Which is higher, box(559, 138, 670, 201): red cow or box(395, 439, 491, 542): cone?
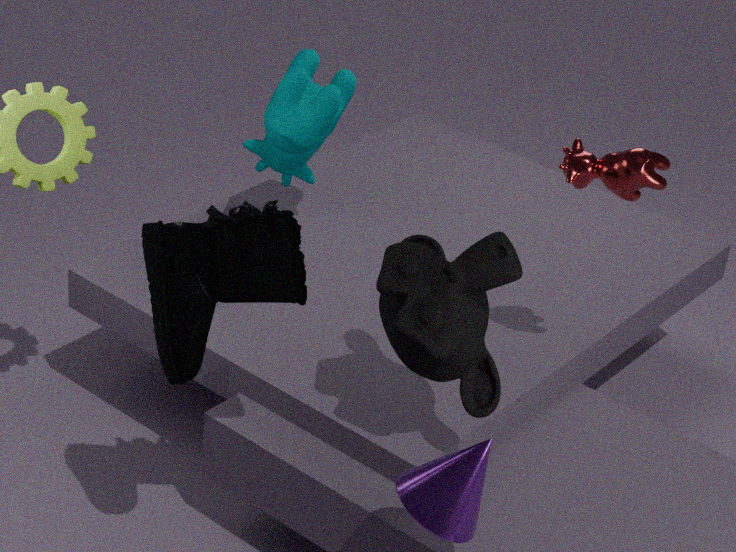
box(559, 138, 670, 201): red cow
